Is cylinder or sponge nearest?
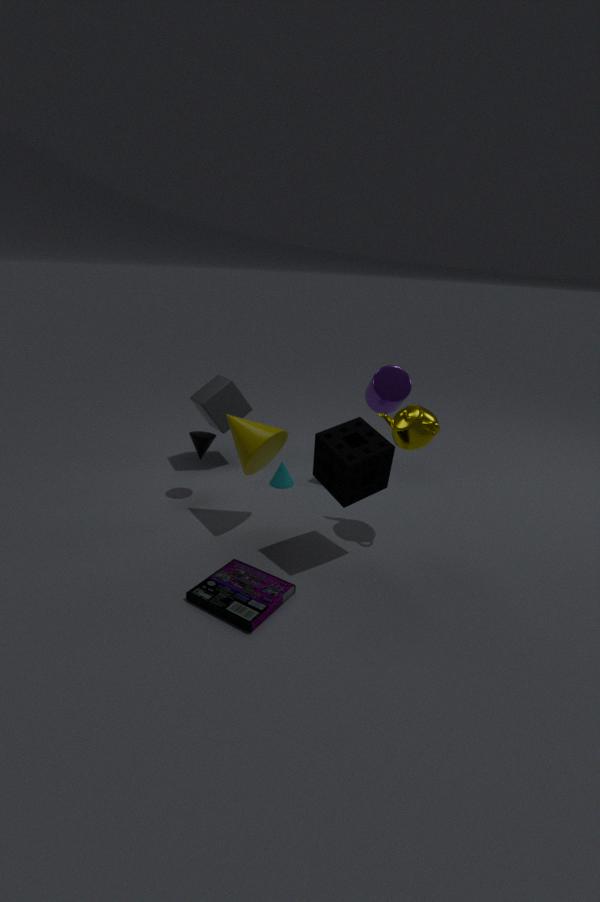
sponge
